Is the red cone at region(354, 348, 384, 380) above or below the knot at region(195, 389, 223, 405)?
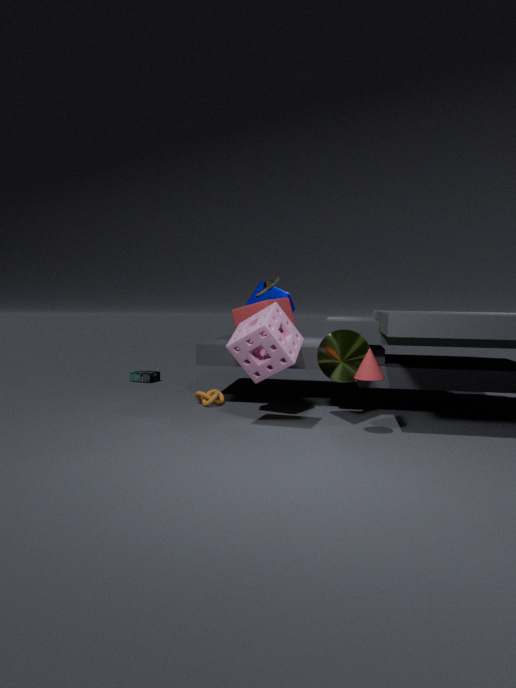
above
